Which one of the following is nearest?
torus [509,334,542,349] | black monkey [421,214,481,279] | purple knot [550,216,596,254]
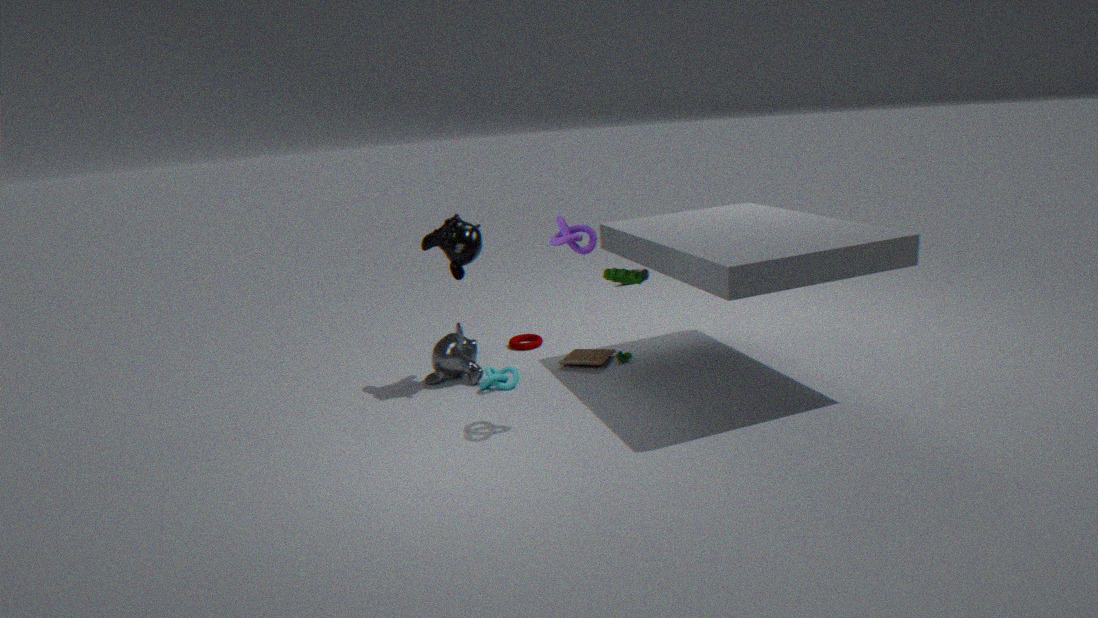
purple knot [550,216,596,254]
